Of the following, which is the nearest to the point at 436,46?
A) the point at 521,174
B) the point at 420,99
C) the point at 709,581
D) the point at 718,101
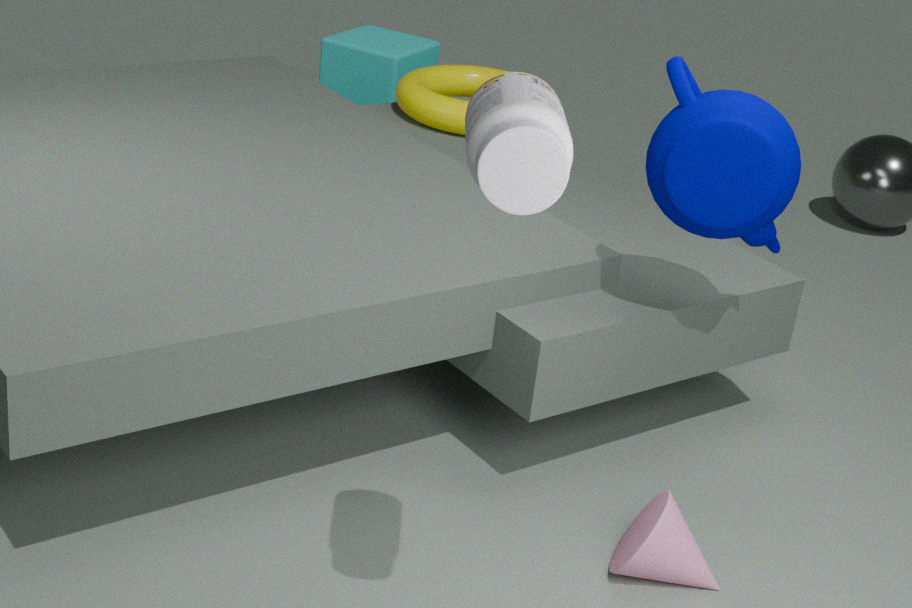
the point at 420,99
